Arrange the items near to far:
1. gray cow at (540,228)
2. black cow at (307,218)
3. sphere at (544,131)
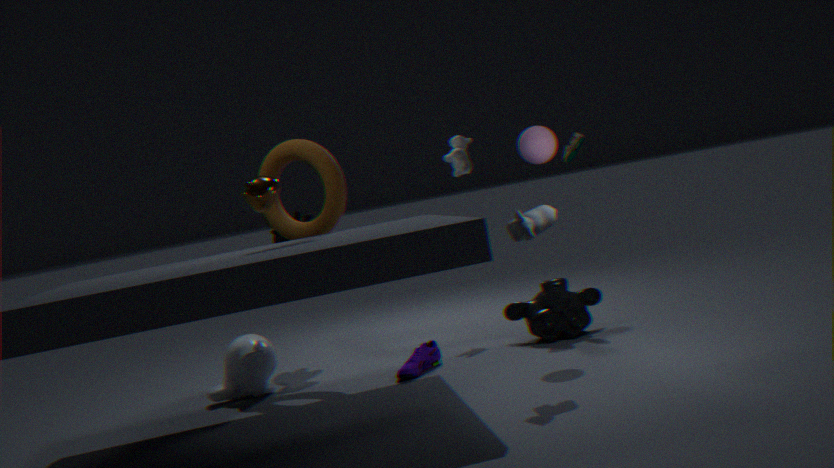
1. gray cow at (540,228)
2. sphere at (544,131)
3. black cow at (307,218)
